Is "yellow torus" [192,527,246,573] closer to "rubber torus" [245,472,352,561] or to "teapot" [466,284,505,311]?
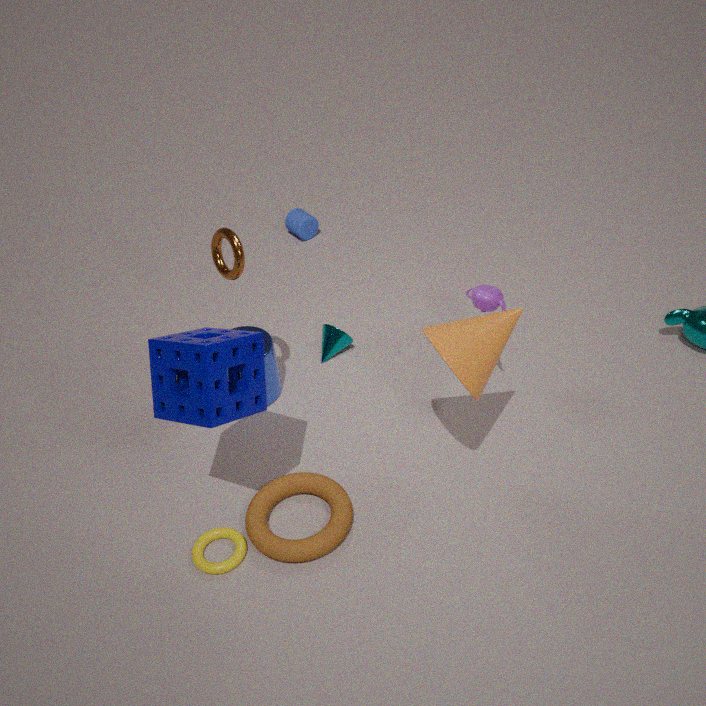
"rubber torus" [245,472,352,561]
